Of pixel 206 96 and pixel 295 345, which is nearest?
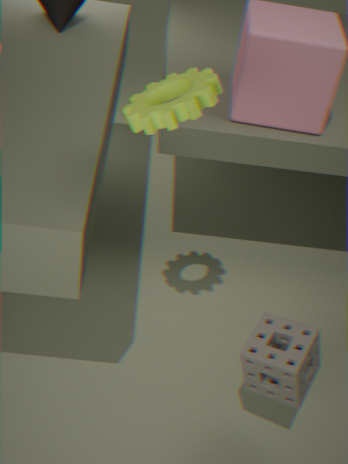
pixel 206 96
